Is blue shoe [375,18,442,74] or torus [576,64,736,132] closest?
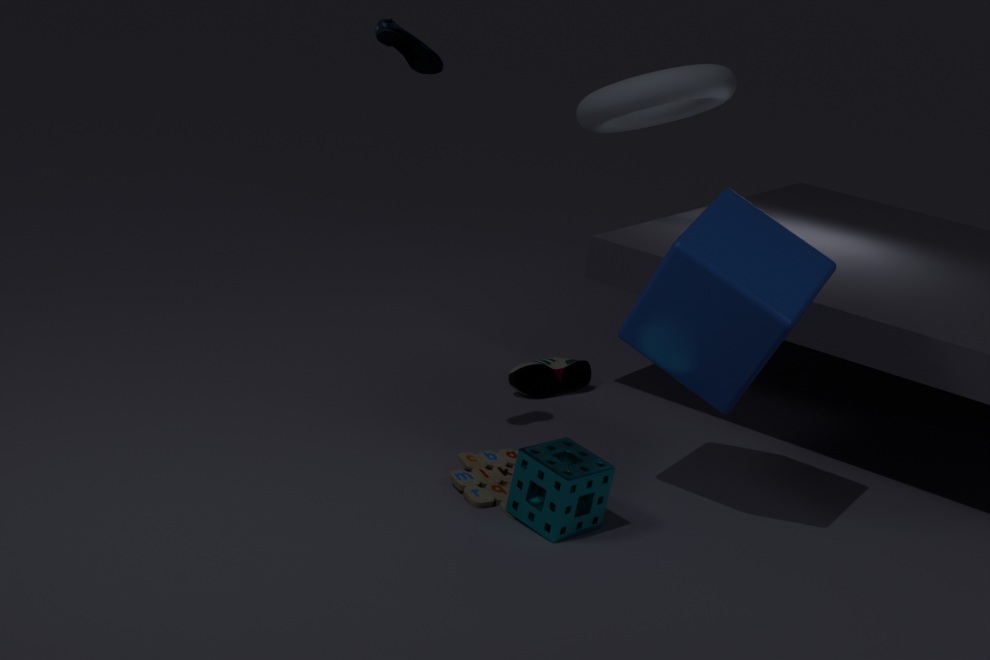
blue shoe [375,18,442,74]
